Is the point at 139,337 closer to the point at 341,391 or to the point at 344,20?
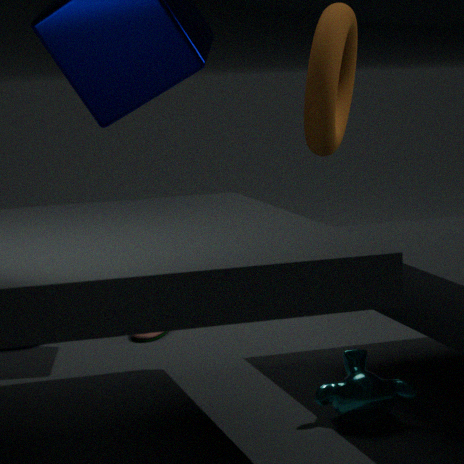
the point at 344,20
